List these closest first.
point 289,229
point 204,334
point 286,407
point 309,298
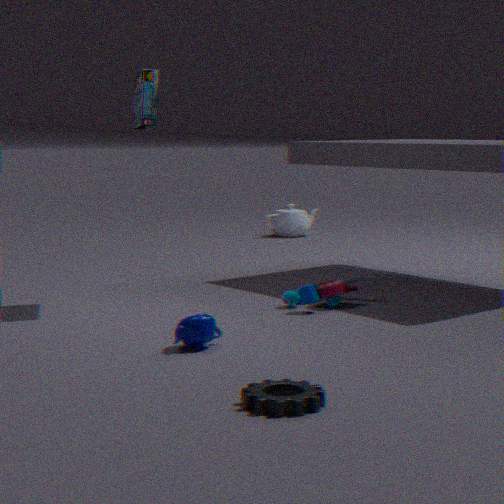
point 286,407
point 204,334
point 309,298
point 289,229
